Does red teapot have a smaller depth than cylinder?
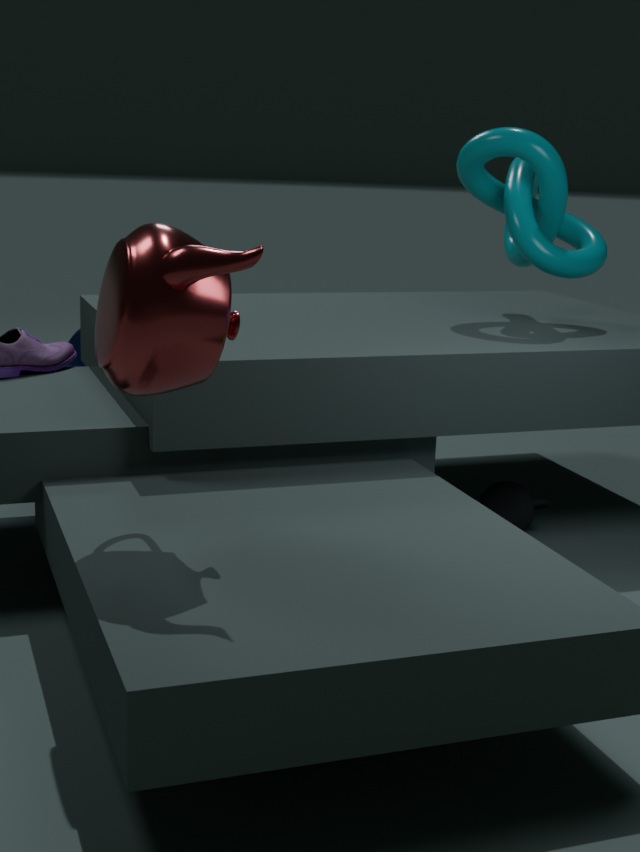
Yes
